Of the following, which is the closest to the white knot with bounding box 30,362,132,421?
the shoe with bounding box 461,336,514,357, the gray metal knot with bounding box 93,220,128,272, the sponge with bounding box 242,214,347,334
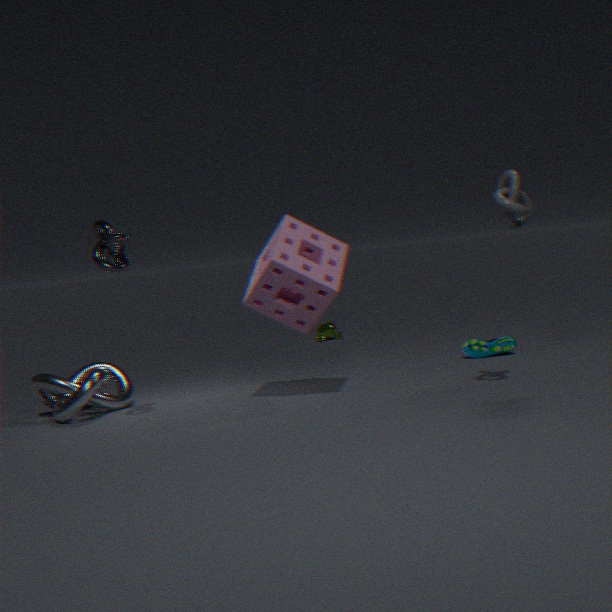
the gray metal knot with bounding box 93,220,128,272
